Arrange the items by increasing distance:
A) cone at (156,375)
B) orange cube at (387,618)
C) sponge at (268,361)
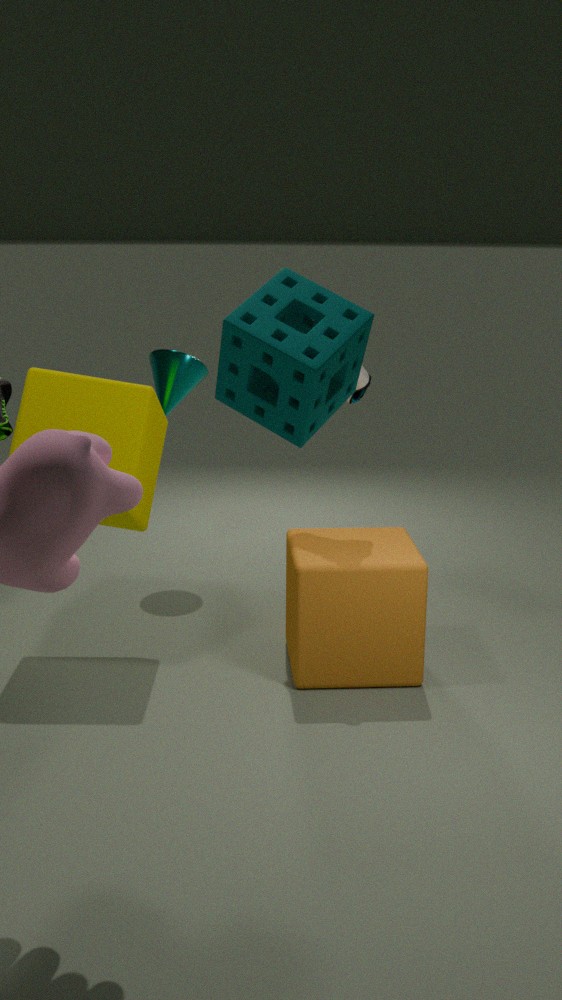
sponge at (268,361), orange cube at (387,618), cone at (156,375)
